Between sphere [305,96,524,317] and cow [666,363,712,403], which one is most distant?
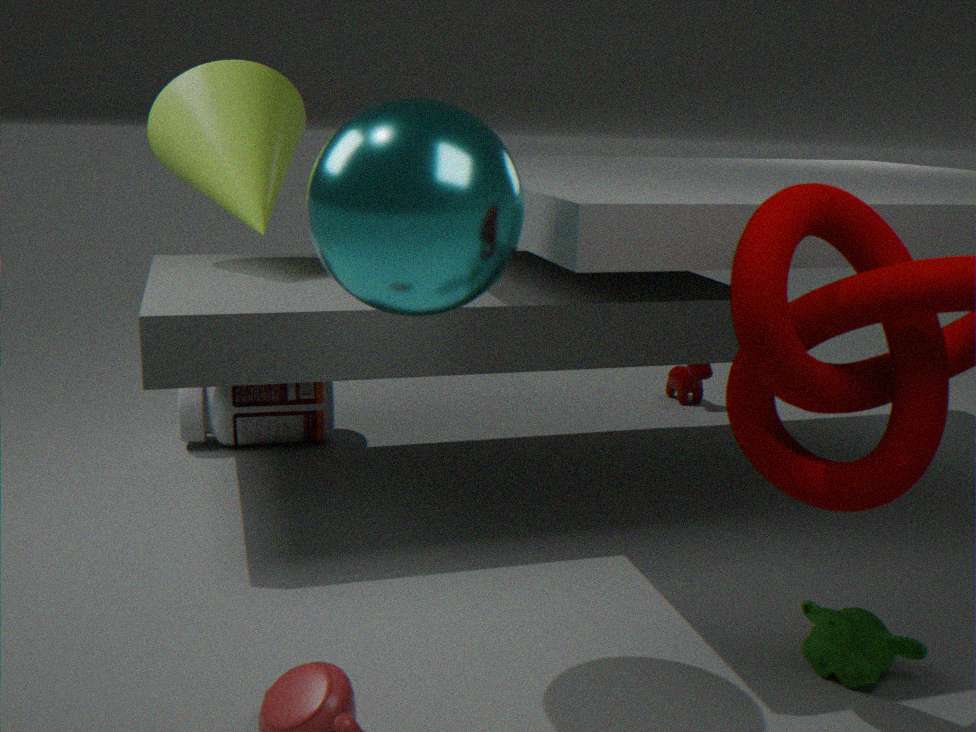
cow [666,363,712,403]
